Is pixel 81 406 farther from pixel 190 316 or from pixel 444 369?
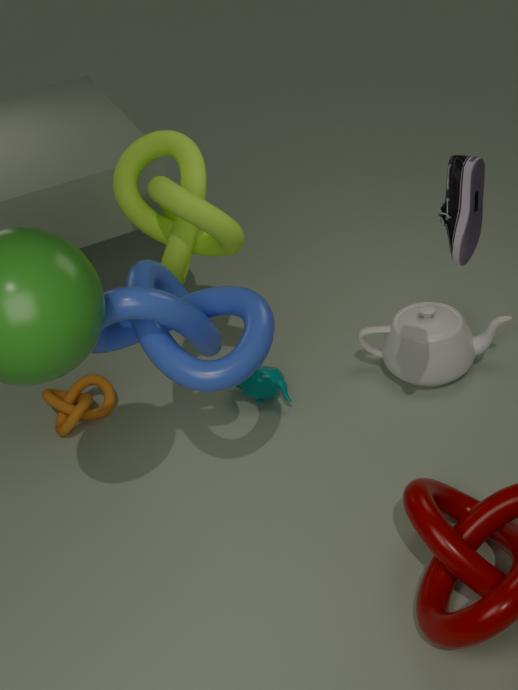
pixel 444 369
